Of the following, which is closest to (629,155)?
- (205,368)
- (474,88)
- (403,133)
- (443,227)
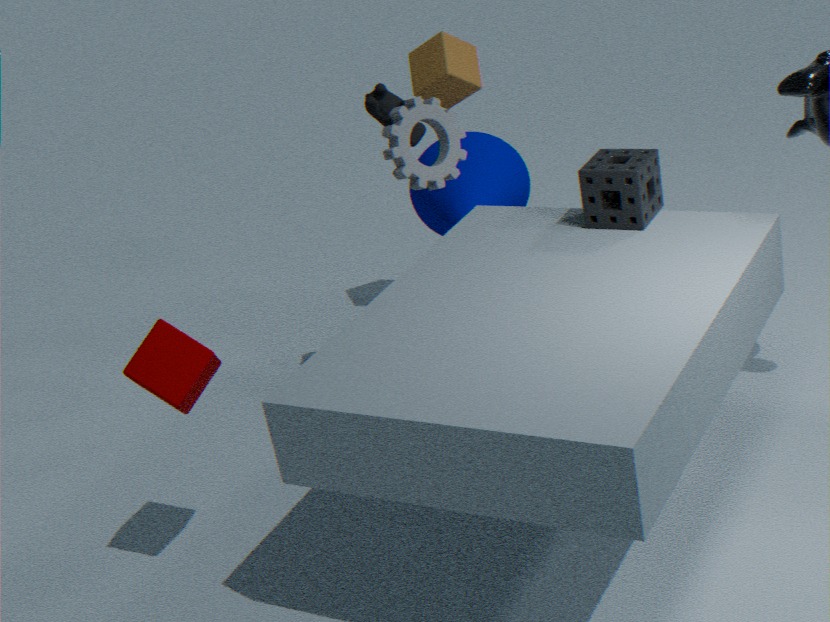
(403,133)
